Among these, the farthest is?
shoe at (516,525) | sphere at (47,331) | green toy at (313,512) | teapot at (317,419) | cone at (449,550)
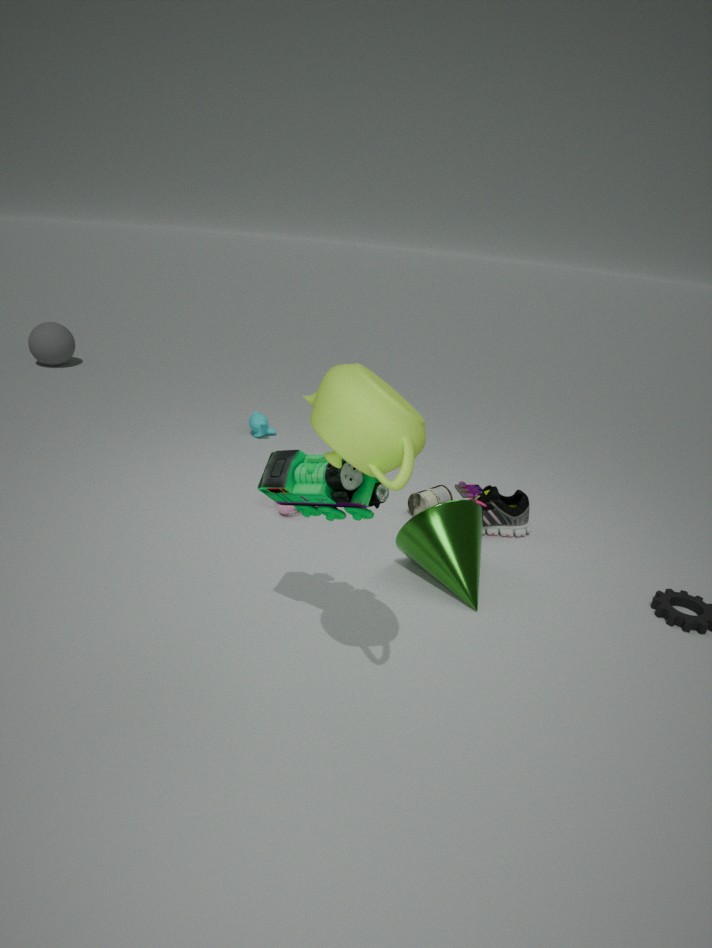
sphere at (47,331)
